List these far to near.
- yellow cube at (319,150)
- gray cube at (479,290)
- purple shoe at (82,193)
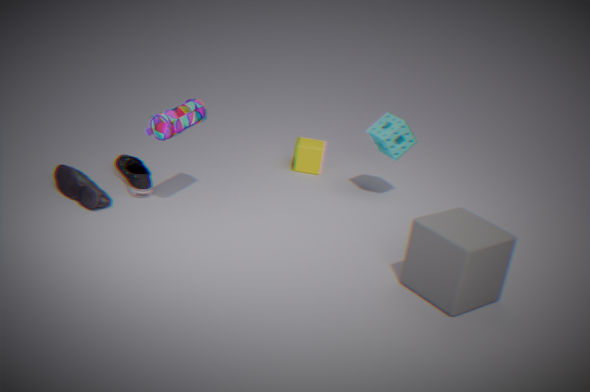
yellow cube at (319,150), purple shoe at (82,193), gray cube at (479,290)
